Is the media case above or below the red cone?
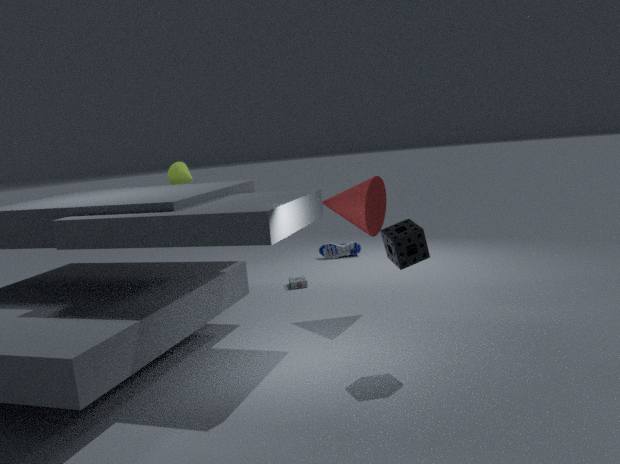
below
